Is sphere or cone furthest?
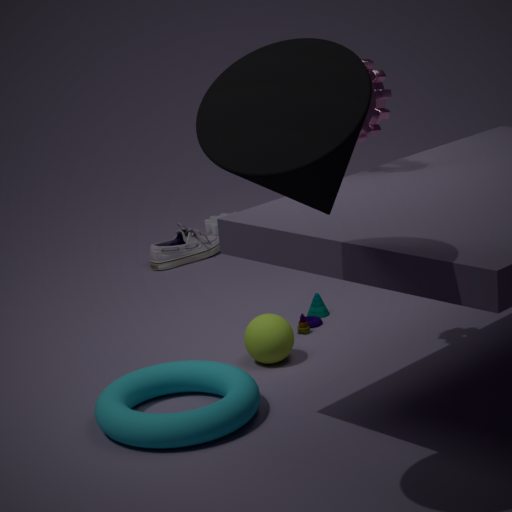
sphere
